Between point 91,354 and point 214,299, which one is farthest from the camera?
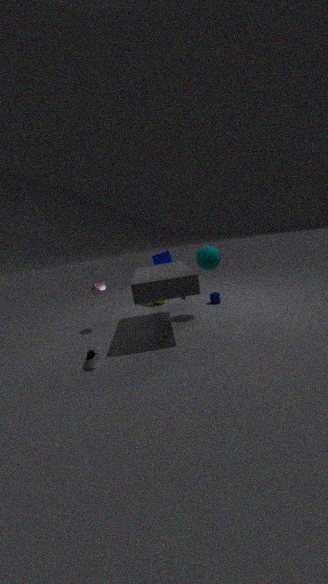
point 214,299
